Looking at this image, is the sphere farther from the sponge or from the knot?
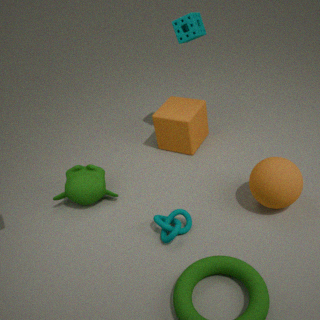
the sponge
